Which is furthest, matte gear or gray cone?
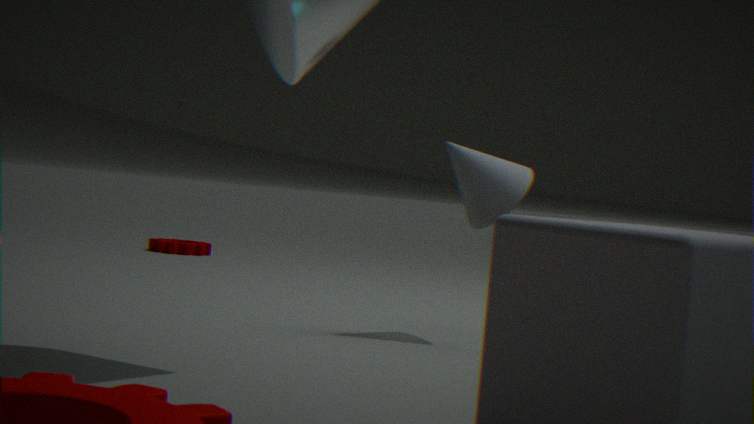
matte gear
